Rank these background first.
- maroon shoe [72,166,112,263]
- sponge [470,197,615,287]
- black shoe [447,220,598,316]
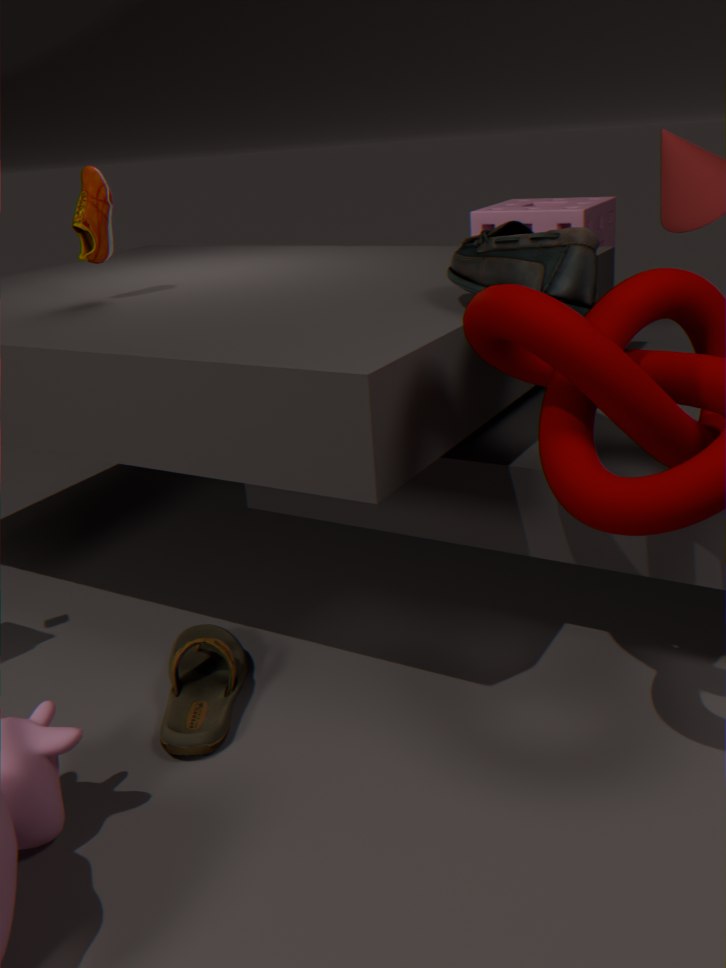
sponge [470,197,615,287] < maroon shoe [72,166,112,263] < black shoe [447,220,598,316]
